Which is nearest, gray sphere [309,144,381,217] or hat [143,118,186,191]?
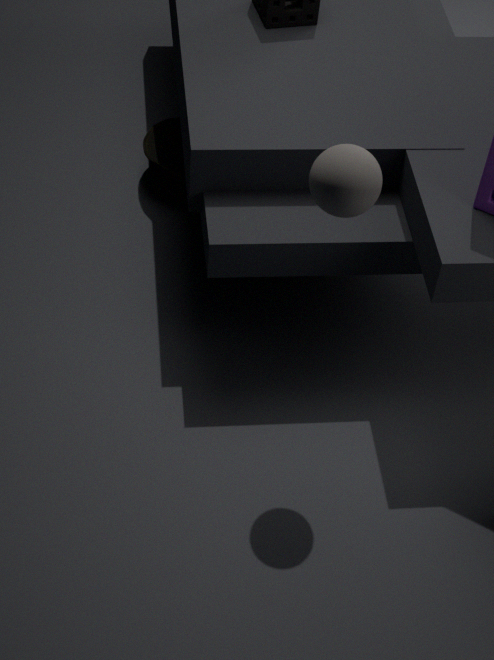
gray sphere [309,144,381,217]
